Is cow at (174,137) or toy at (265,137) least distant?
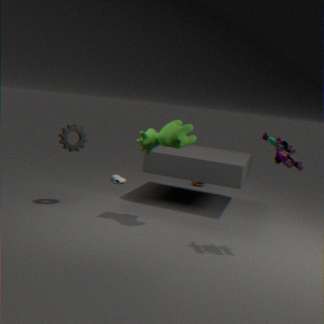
toy at (265,137)
